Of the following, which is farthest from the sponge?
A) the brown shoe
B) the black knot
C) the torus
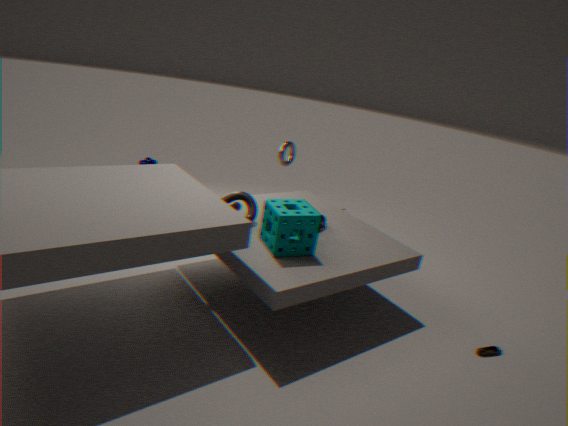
the brown shoe
